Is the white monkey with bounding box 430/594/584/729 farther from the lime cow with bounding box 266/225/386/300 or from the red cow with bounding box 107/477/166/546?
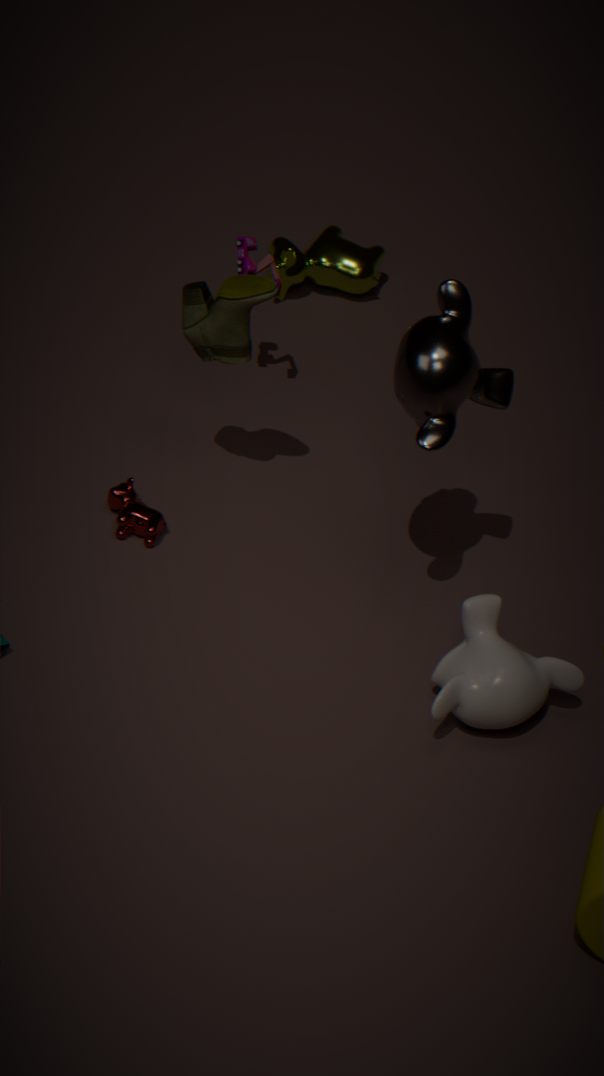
the lime cow with bounding box 266/225/386/300
